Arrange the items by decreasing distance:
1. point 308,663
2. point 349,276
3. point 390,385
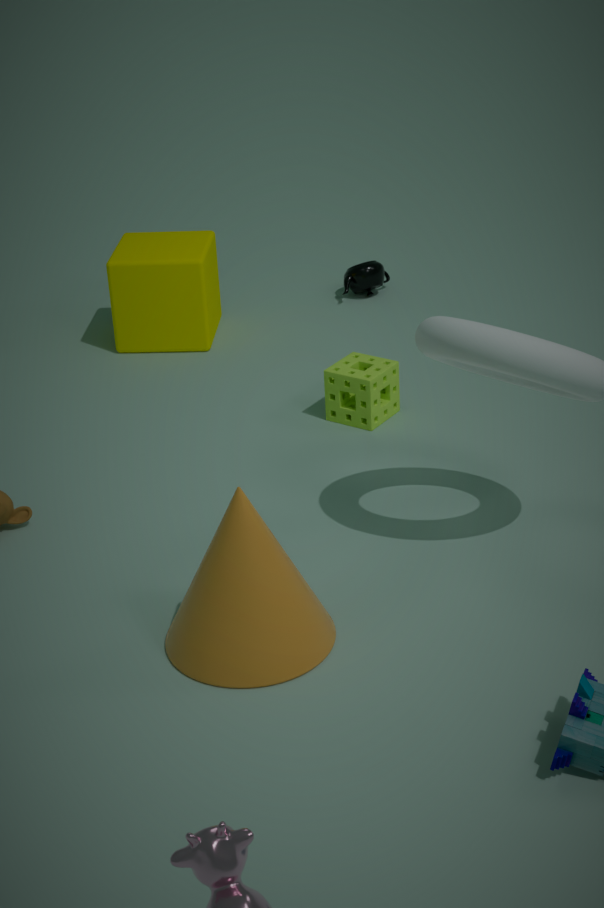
1. point 349,276
2. point 390,385
3. point 308,663
